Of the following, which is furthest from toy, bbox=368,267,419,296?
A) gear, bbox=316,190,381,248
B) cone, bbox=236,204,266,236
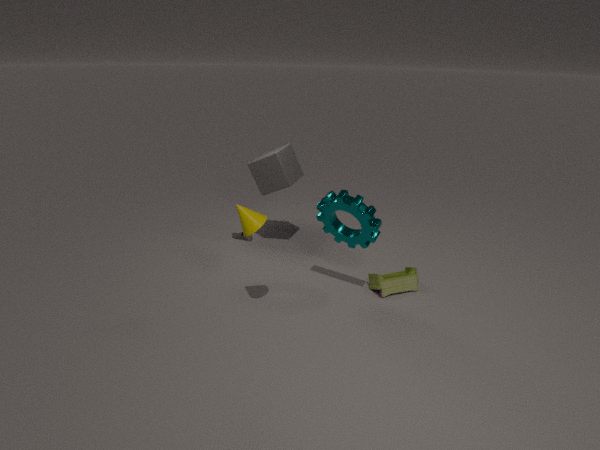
cone, bbox=236,204,266,236
